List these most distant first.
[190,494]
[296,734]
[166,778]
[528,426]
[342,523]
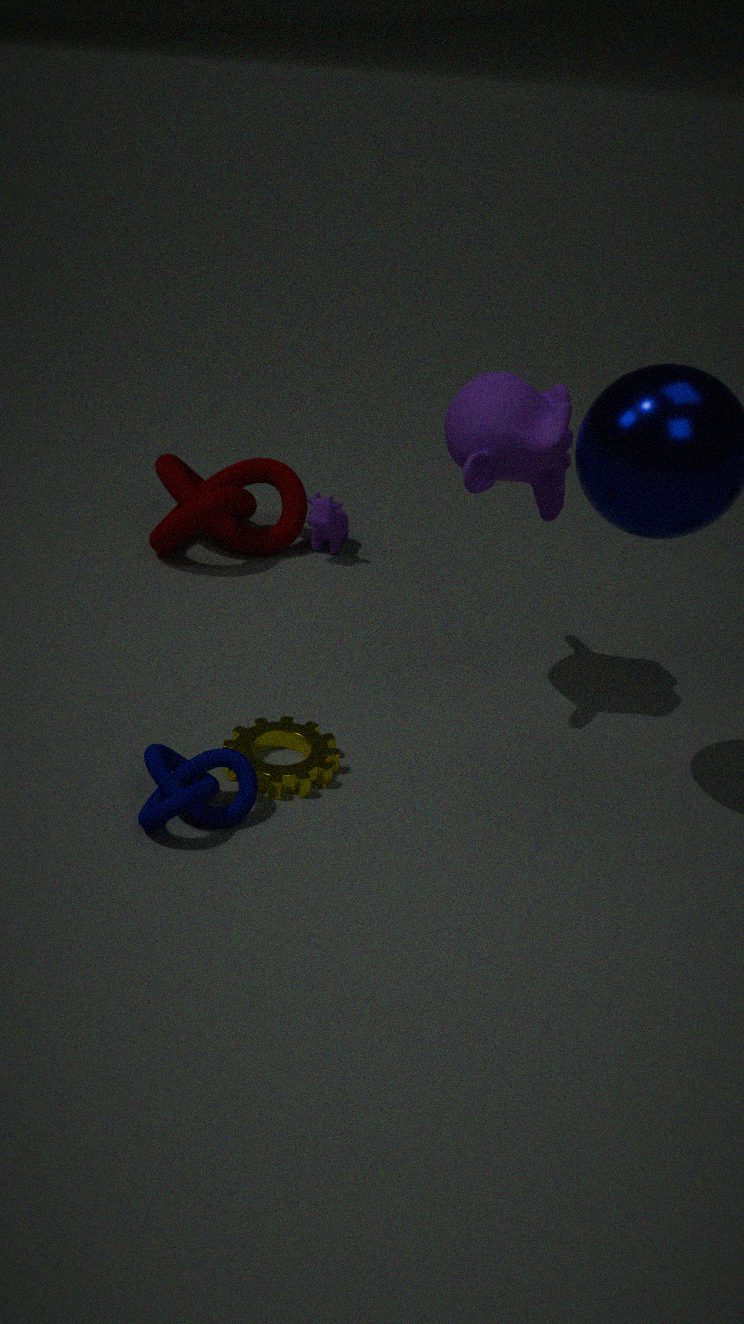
1. [342,523]
2. [190,494]
3. [296,734]
4. [528,426]
5. [166,778]
